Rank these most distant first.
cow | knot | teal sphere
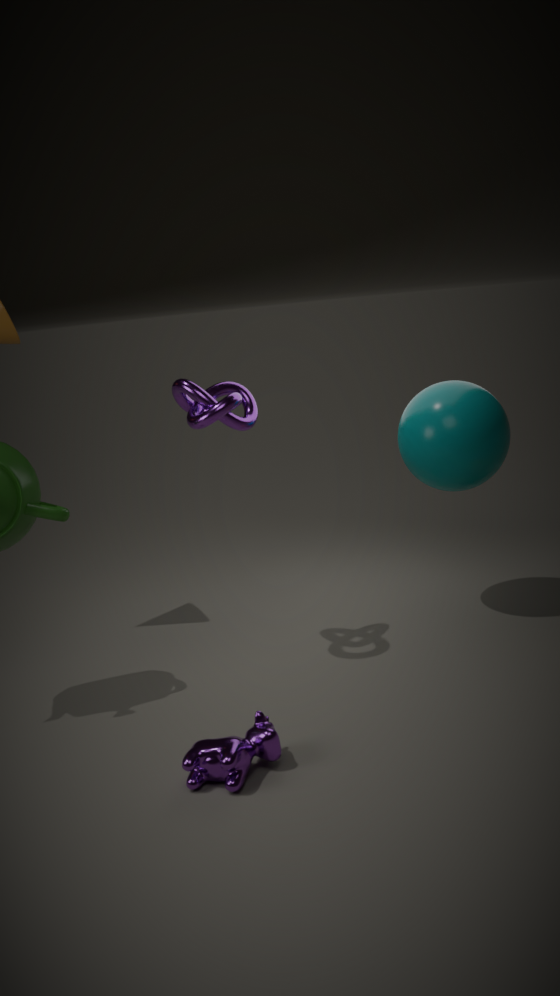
teal sphere, knot, cow
